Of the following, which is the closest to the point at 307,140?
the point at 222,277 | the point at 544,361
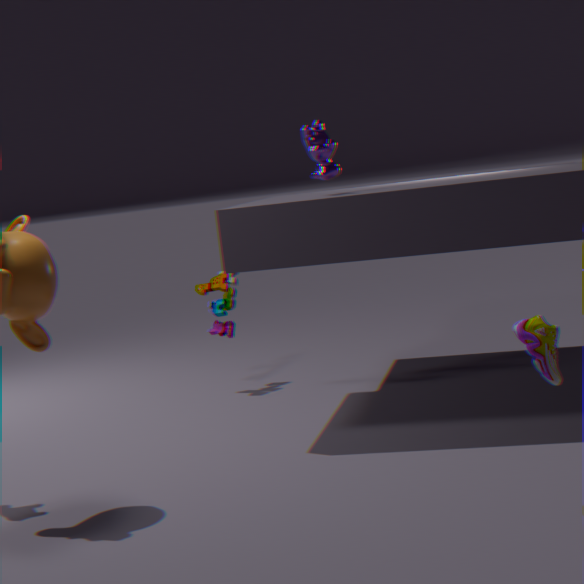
the point at 222,277
